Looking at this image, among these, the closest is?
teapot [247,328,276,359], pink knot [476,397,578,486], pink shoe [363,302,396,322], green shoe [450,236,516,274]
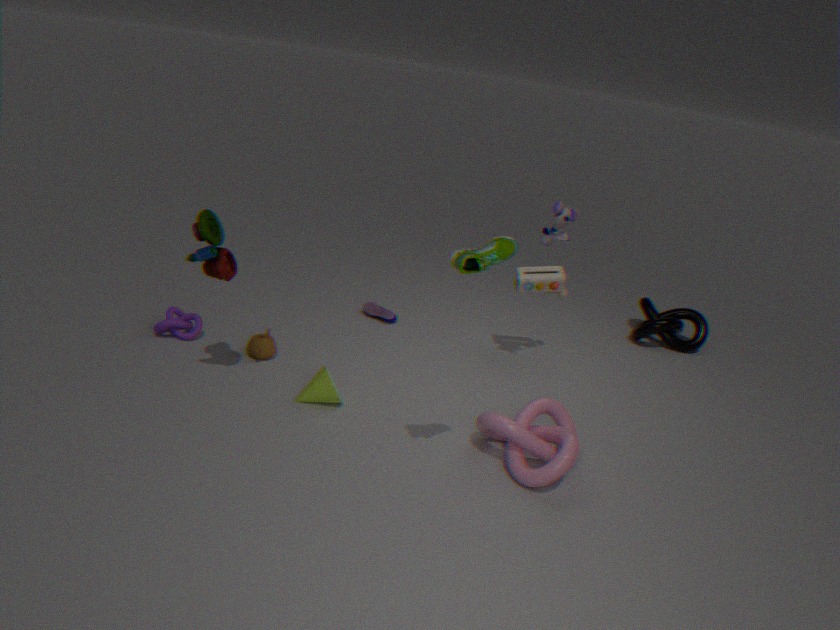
green shoe [450,236,516,274]
